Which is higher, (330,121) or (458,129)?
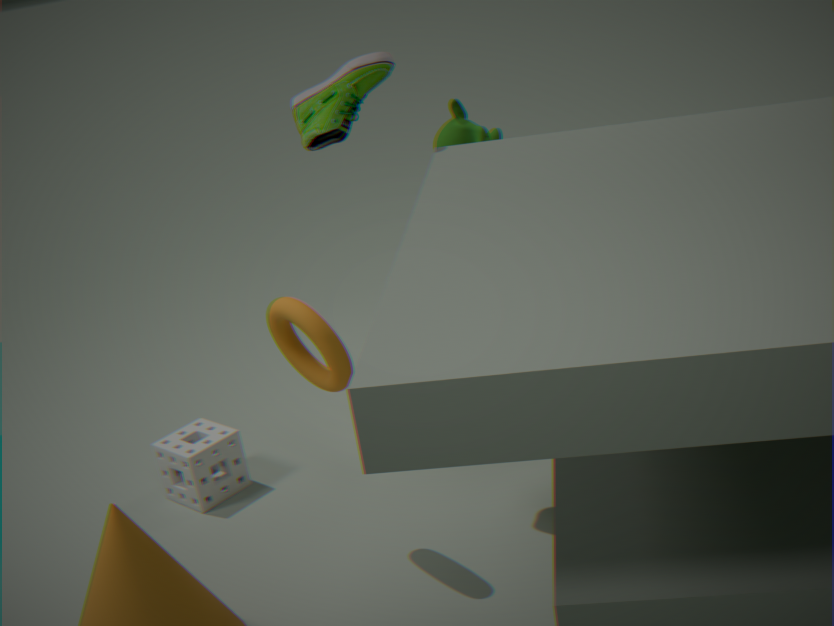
(330,121)
